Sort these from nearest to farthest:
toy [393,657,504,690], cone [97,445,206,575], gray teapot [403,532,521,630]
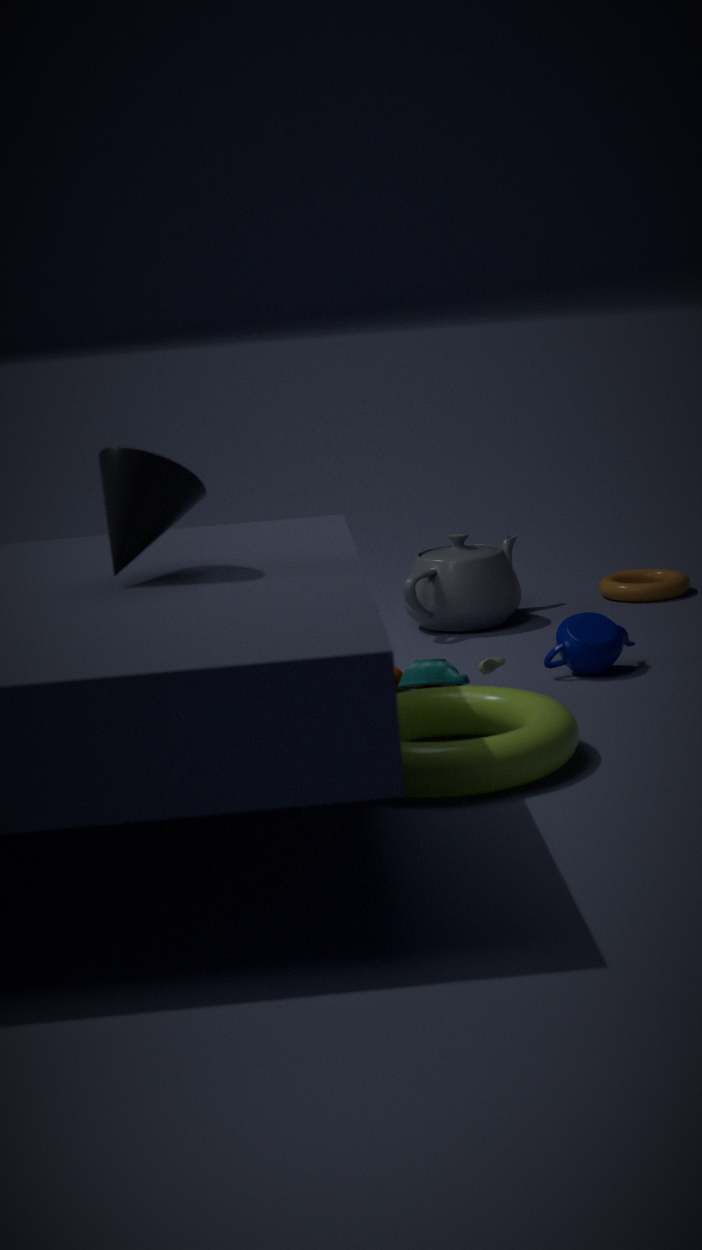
cone [97,445,206,575] < toy [393,657,504,690] < gray teapot [403,532,521,630]
